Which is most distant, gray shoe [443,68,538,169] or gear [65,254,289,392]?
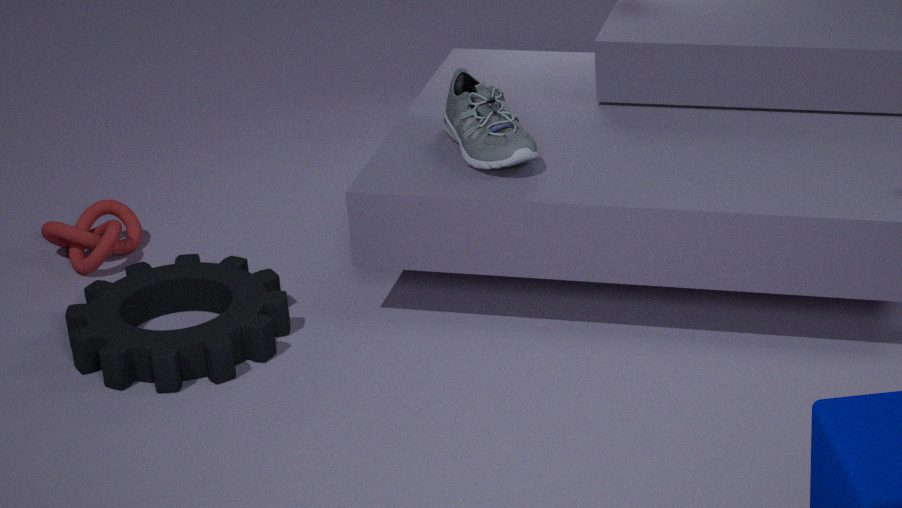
gray shoe [443,68,538,169]
